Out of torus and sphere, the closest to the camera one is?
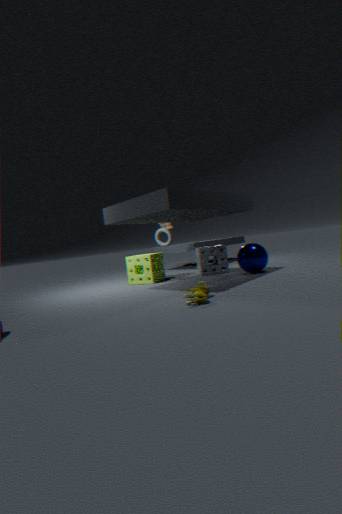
sphere
